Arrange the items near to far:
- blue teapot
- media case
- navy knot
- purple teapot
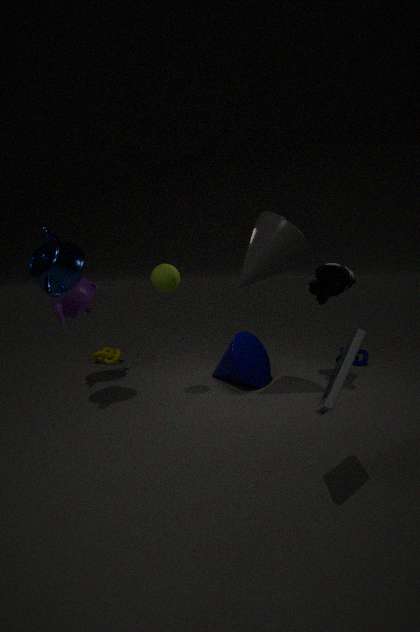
media case < blue teapot < purple teapot < navy knot
